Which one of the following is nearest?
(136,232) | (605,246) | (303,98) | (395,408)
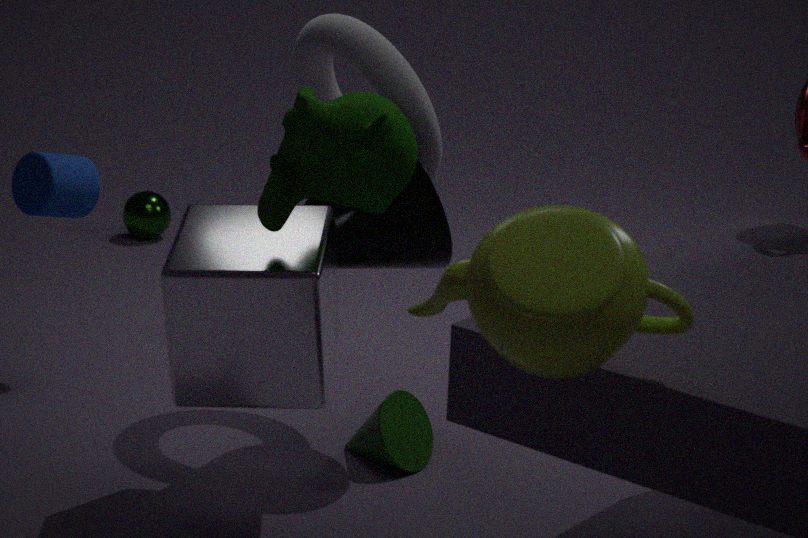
(605,246)
